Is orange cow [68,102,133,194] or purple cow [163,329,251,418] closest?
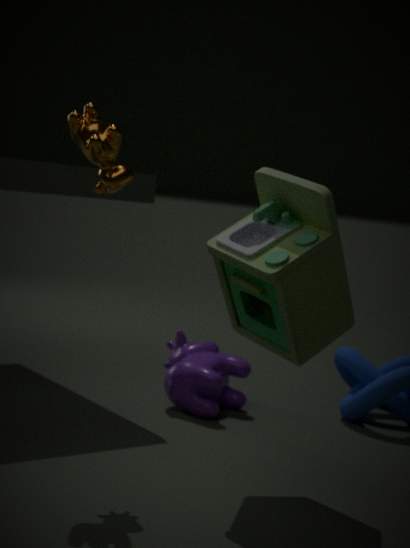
orange cow [68,102,133,194]
